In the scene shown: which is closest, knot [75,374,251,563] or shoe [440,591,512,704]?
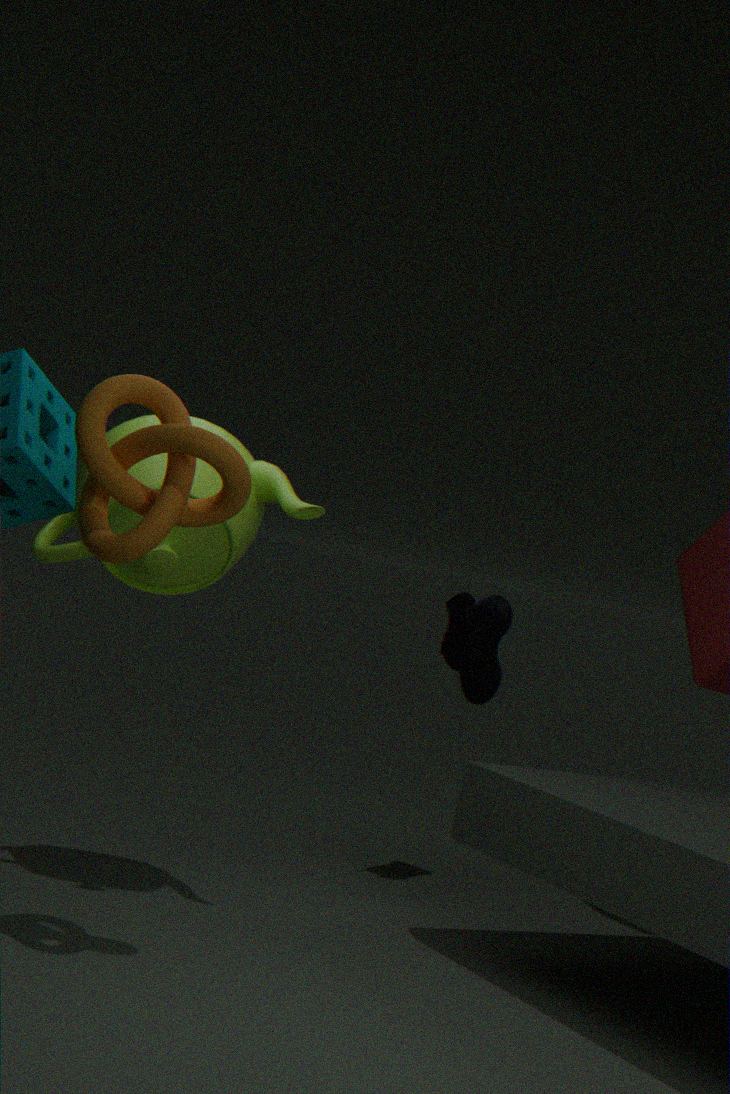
knot [75,374,251,563]
